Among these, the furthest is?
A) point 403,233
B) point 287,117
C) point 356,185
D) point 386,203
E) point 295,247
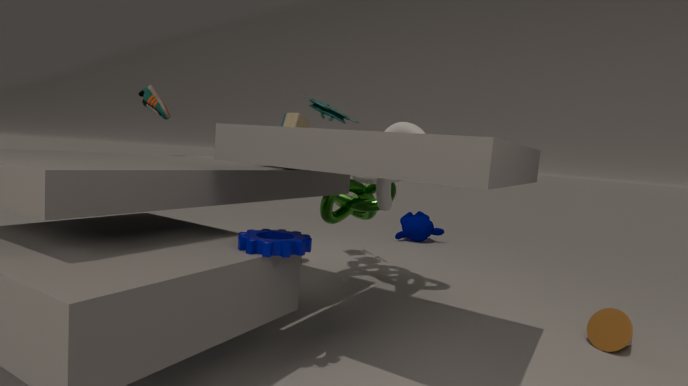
point 403,233
